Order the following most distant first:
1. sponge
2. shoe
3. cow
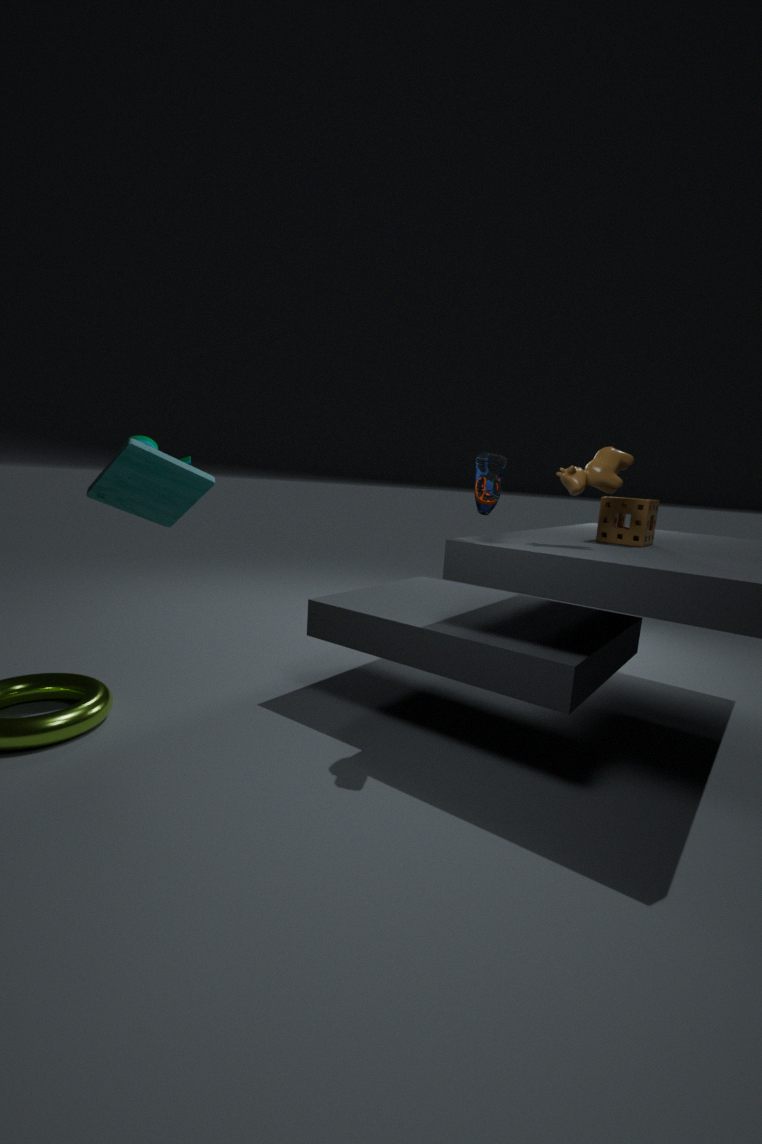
sponge < cow < shoe
